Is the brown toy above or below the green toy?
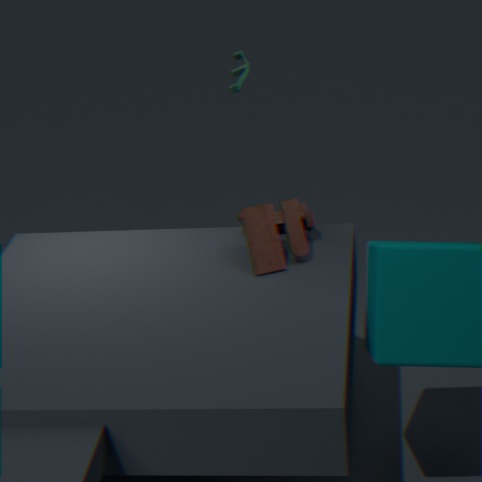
below
